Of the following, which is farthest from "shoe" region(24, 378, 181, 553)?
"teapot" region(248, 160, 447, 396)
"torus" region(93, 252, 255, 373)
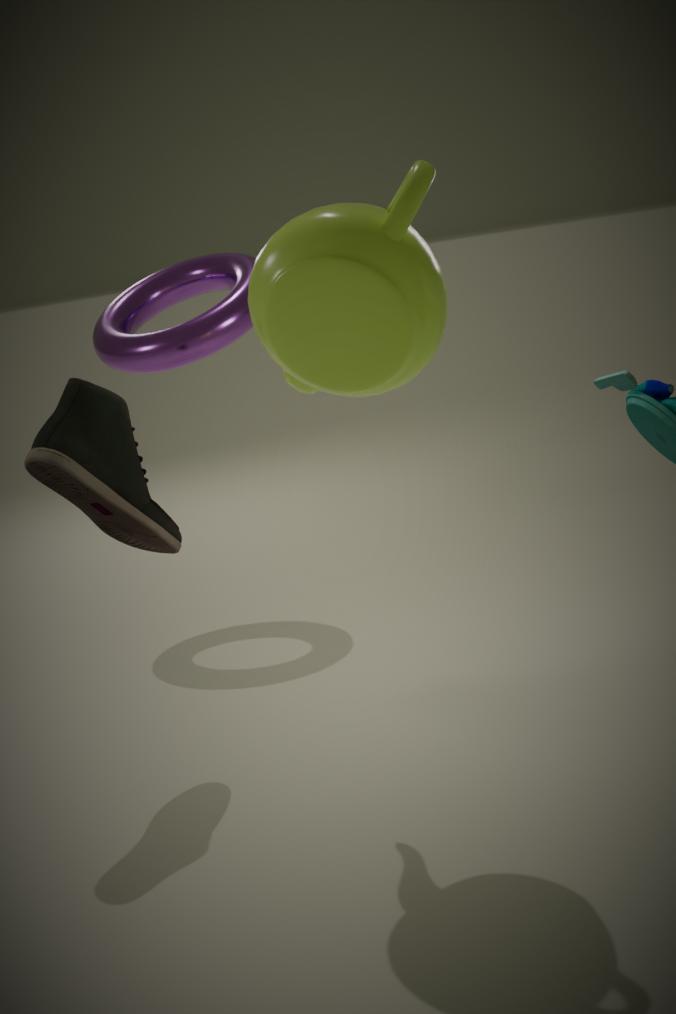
"torus" region(93, 252, 255, 373)
